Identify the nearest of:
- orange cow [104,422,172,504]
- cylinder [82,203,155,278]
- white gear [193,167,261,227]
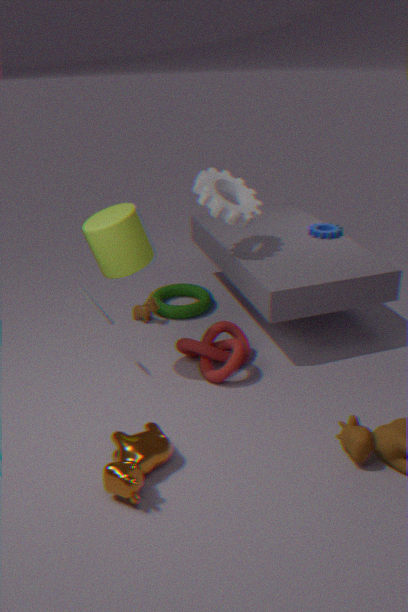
orange cow [104,422,172,504]
